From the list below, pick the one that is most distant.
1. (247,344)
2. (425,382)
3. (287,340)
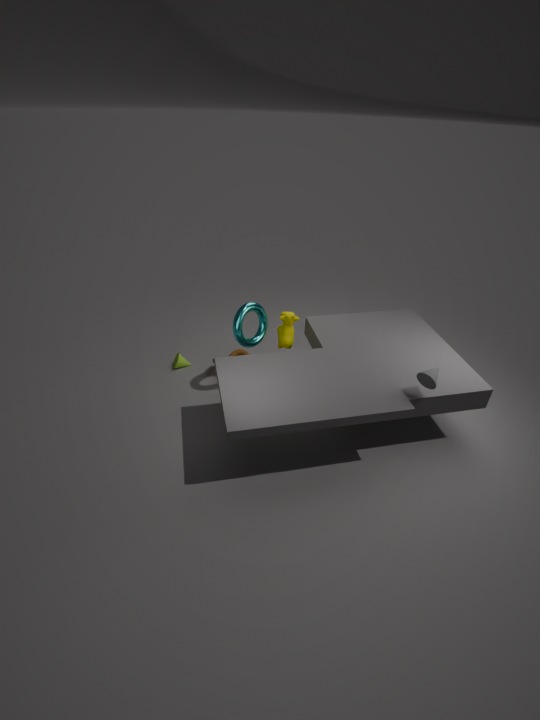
(287,340)
